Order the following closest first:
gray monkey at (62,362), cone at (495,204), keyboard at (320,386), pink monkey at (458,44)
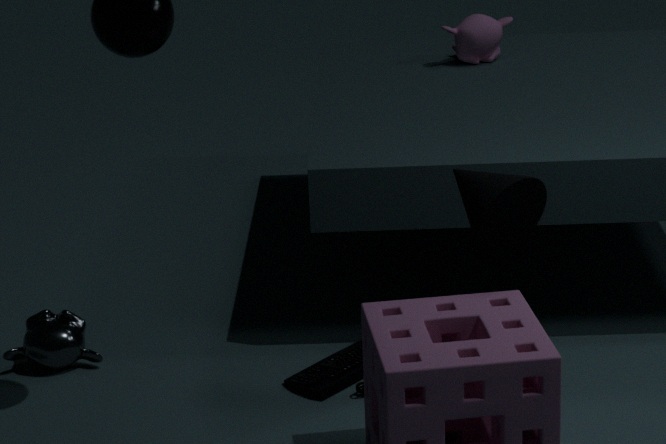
cone at (495,204) → keyboard at (320,386) → gray monkey at (62,362) → pink monkey at (458,44)
